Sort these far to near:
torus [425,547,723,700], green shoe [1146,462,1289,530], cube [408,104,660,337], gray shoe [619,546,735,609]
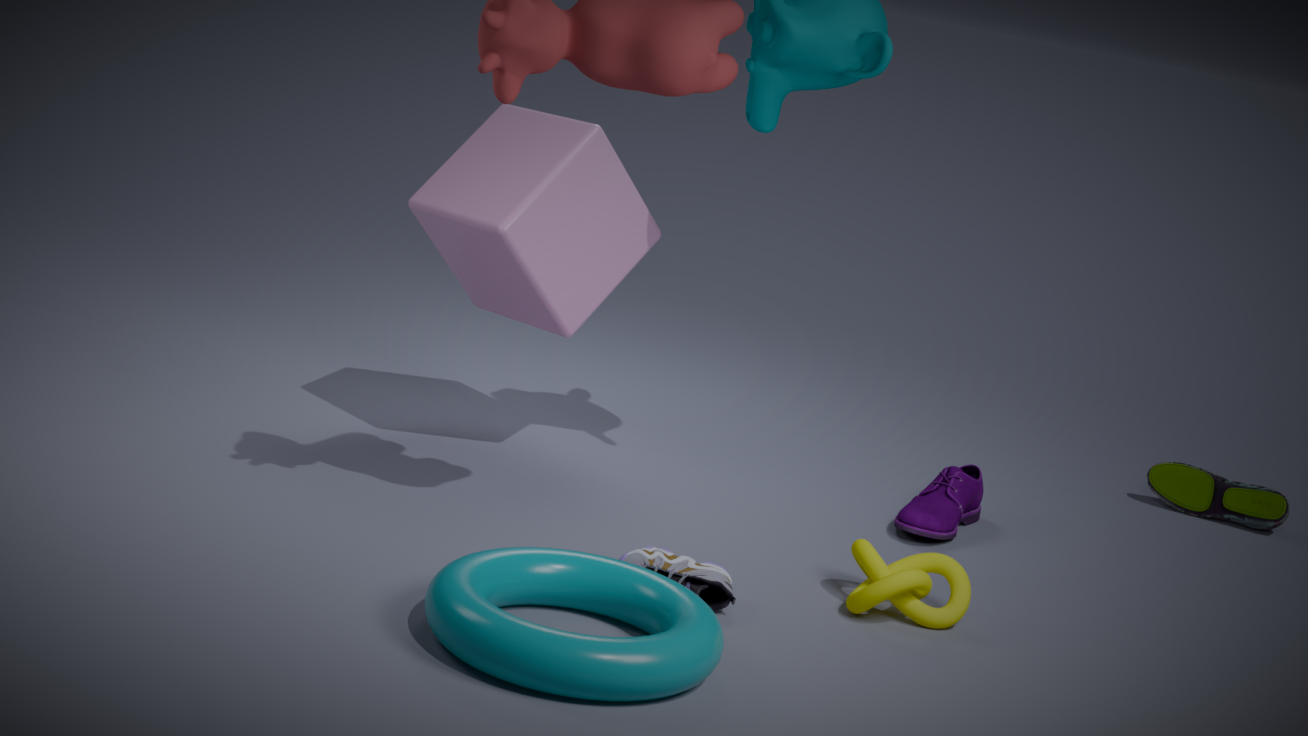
green shoe [1146,462,1289,530] < cube [408,104,660,337] < gray shoe [619,546,735,609] < torus [425,547,723,700]
